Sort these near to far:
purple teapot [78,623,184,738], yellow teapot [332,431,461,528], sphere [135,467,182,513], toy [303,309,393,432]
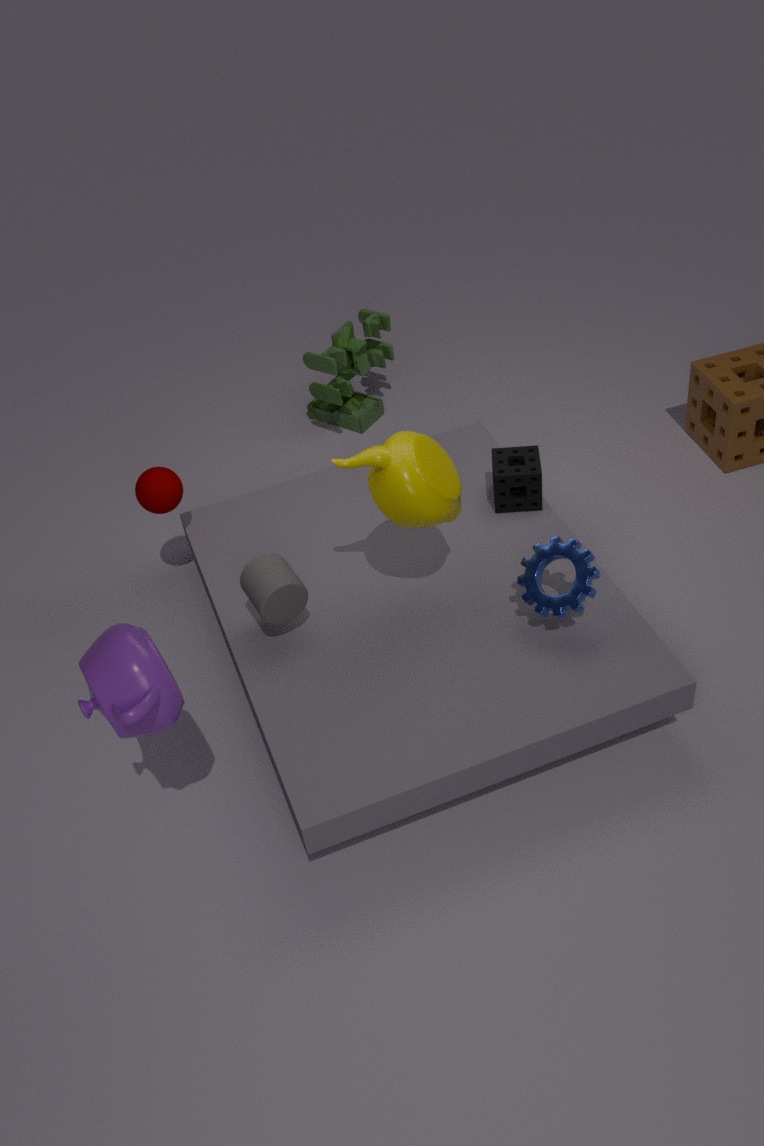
purple teapot [78,623,184,738] → yellow teapot [332,431,461,528] → sphere [135,467,182,513] → toy [303,309,393,432]
